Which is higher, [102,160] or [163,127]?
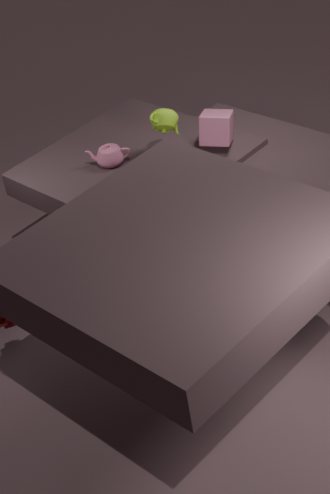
[163,127]
